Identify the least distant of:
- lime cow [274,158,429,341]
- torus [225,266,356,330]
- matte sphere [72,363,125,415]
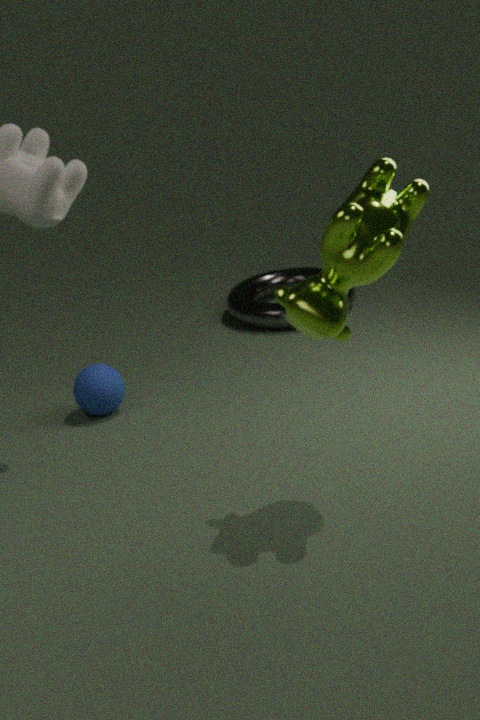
lime cow [274,158,429,341]
